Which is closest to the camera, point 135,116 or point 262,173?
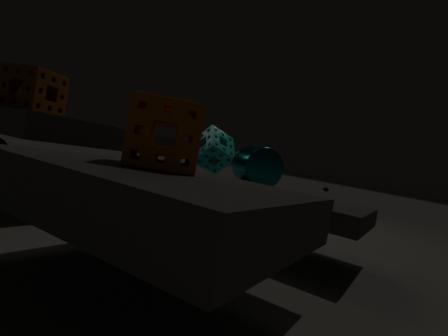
point 135,116
